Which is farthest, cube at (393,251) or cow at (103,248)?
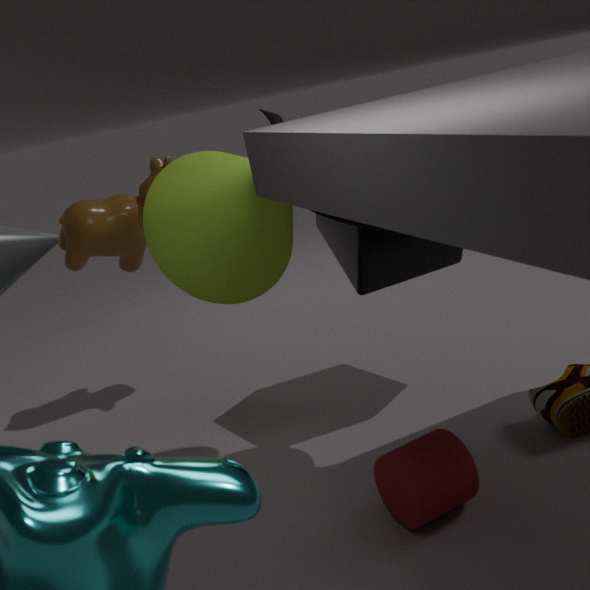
cow at (103,248)
